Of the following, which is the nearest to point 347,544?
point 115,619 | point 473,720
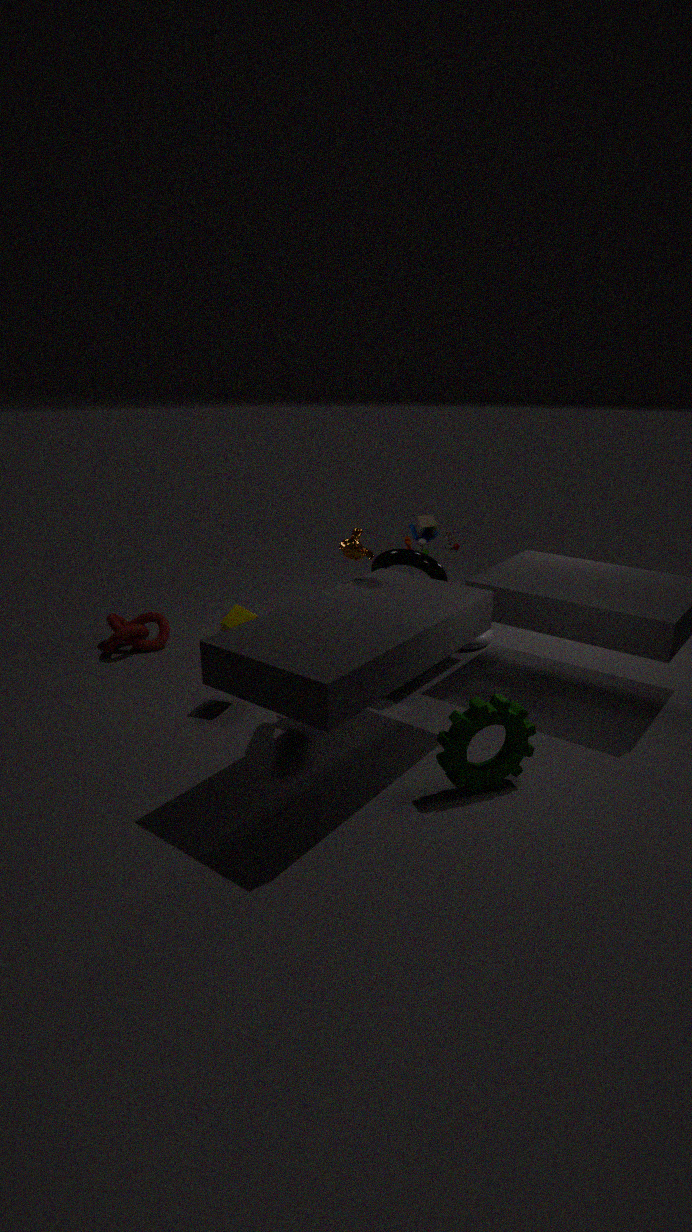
point 473,720
